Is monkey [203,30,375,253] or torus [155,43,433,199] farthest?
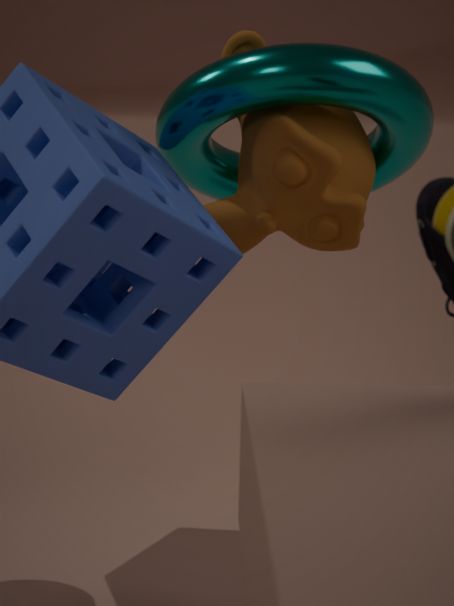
monkey [203,30,375,253]
